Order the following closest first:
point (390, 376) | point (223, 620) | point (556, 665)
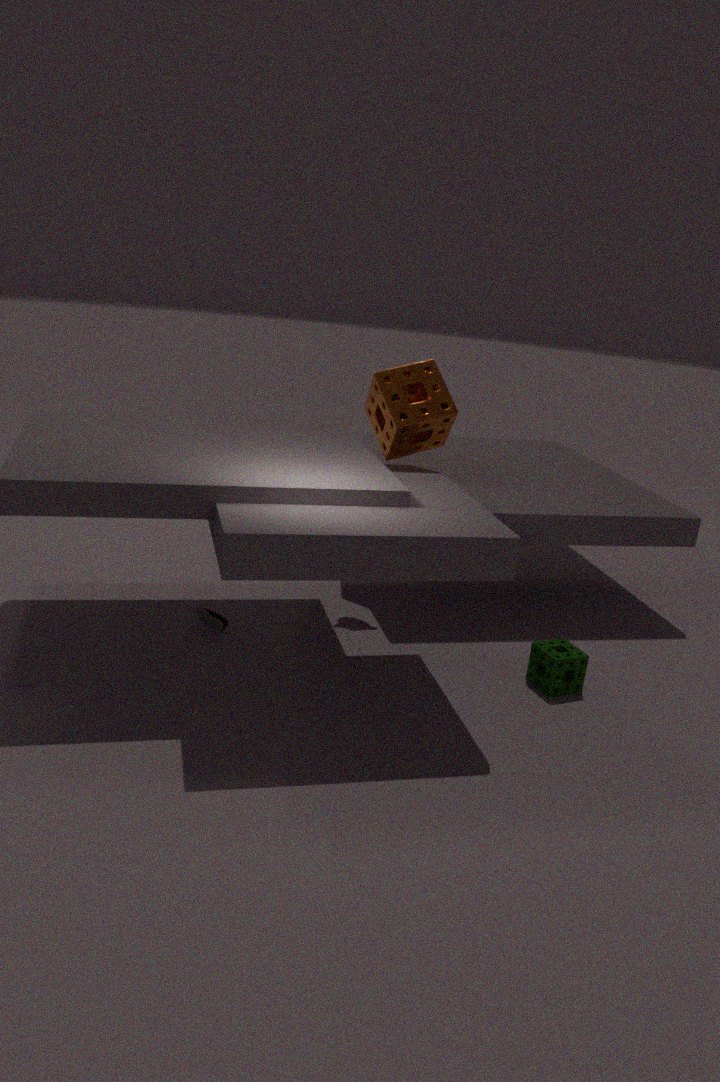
point (556, 665), point (223, 620), point (390, 376)
